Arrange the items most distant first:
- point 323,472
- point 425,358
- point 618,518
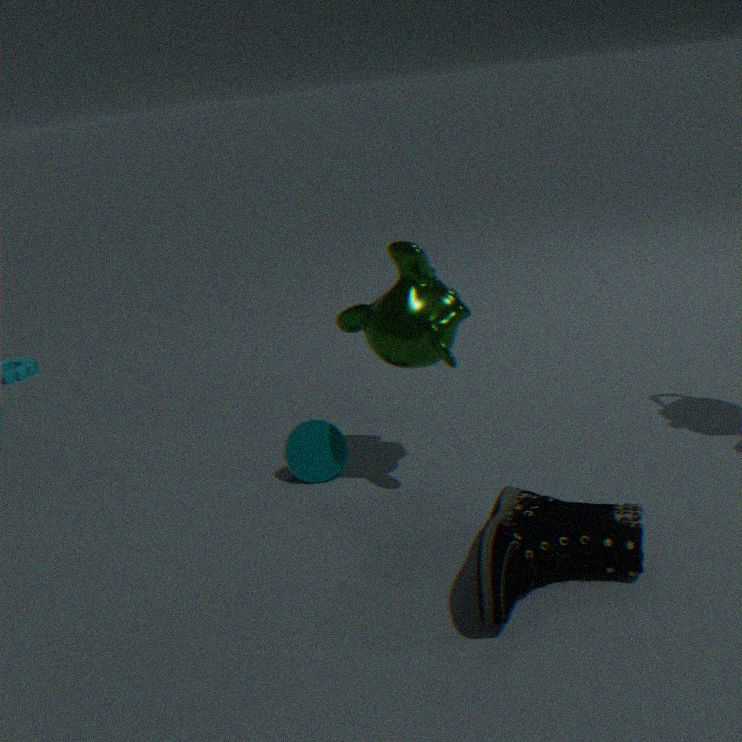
point 323,472 → point 425,358 → point 618,518
